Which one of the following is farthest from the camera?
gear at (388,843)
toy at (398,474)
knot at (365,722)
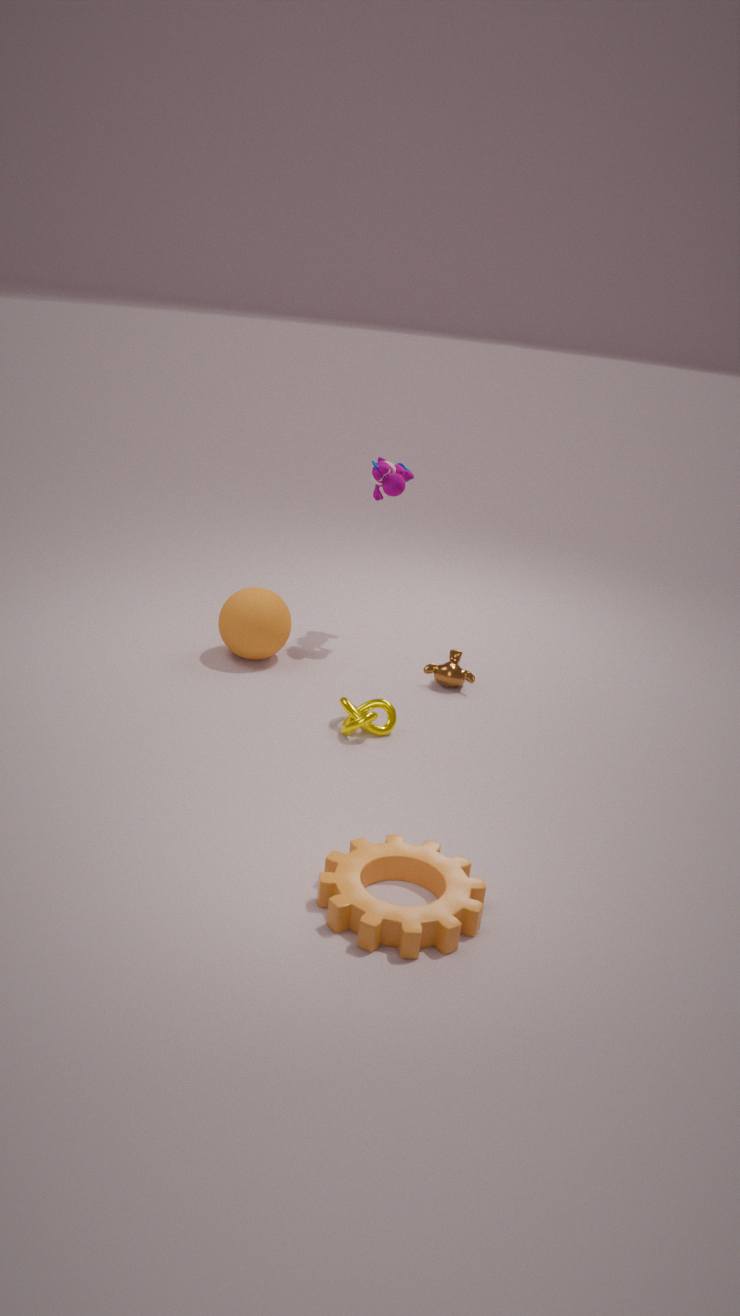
toy at (398,474)
